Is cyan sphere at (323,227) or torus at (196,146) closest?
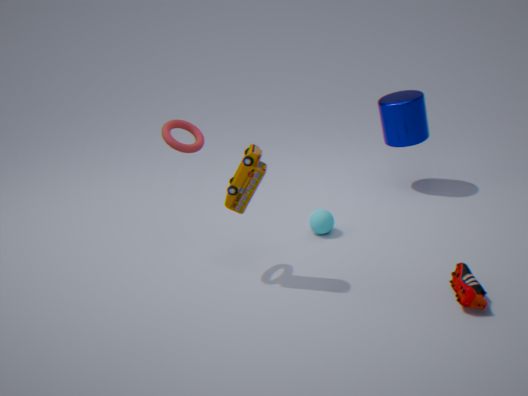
torus at (196,146)
